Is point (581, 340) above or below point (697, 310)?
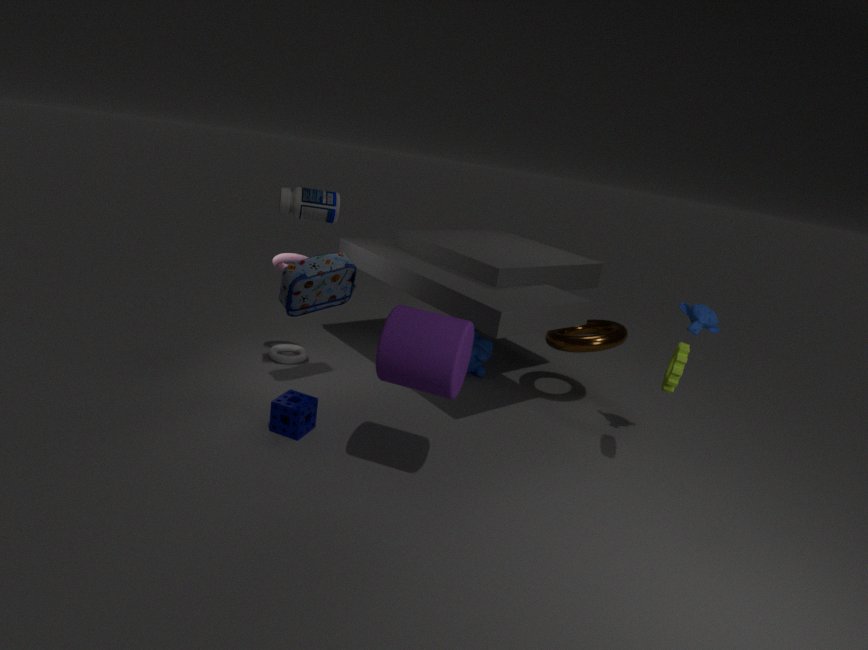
below
